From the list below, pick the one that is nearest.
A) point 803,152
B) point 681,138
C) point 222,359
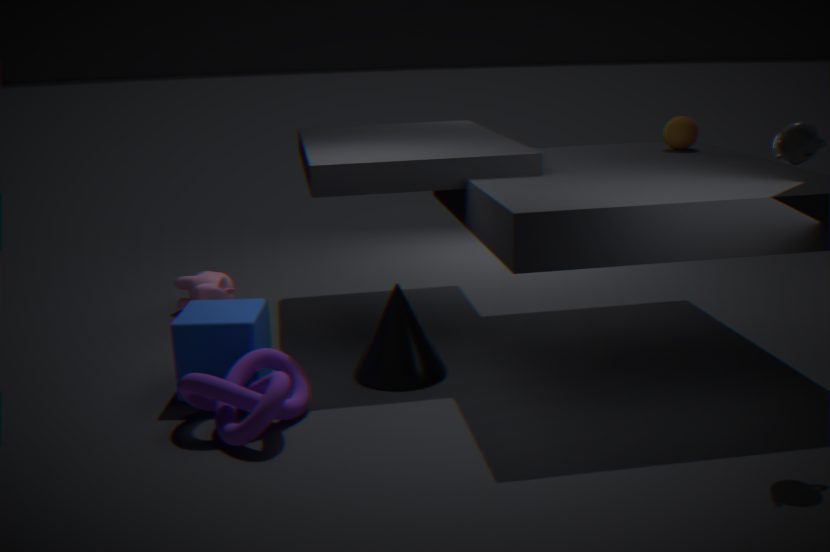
point 803,152
